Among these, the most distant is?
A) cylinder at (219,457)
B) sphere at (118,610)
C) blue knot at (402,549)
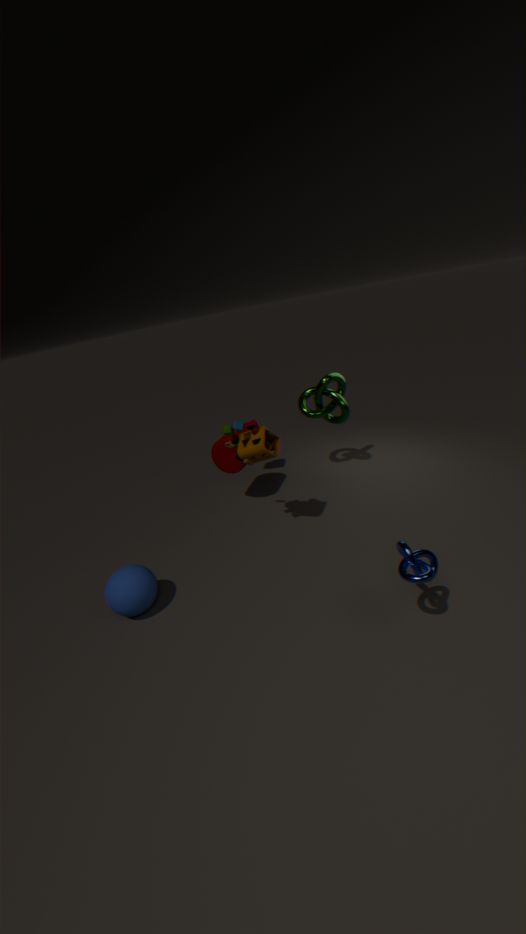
cylinder at (219,457)
